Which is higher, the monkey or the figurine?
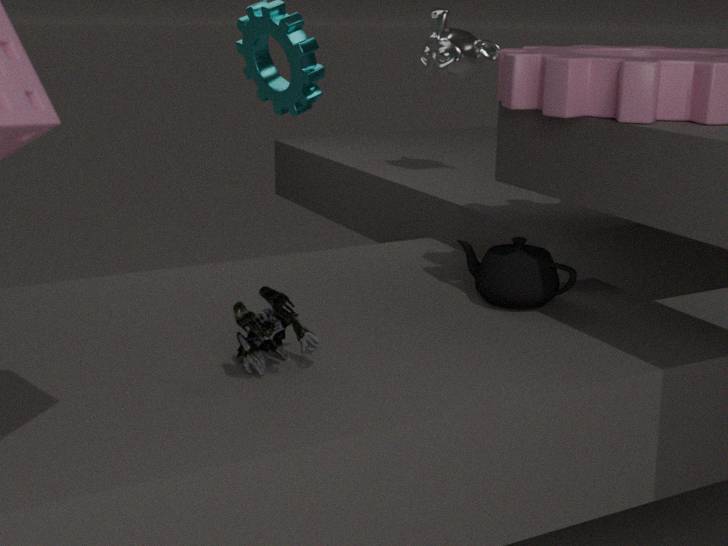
the monkey
